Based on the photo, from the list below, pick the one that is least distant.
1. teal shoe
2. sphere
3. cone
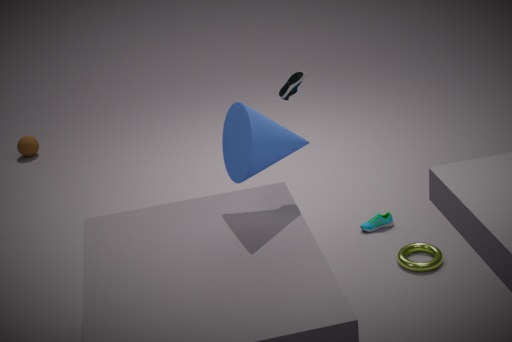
cone
